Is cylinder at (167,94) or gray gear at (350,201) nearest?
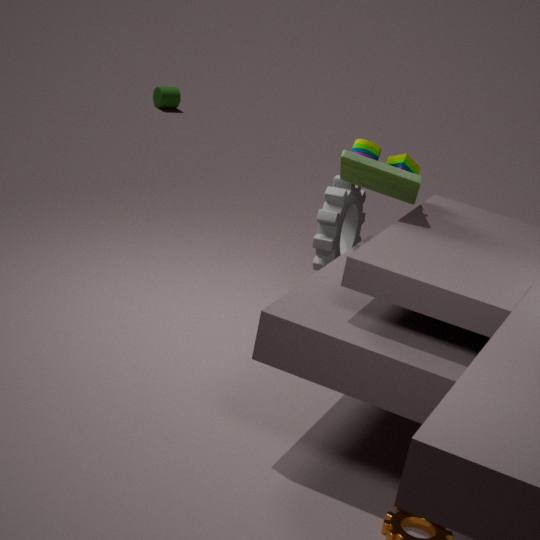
gray gear at (350,201)
